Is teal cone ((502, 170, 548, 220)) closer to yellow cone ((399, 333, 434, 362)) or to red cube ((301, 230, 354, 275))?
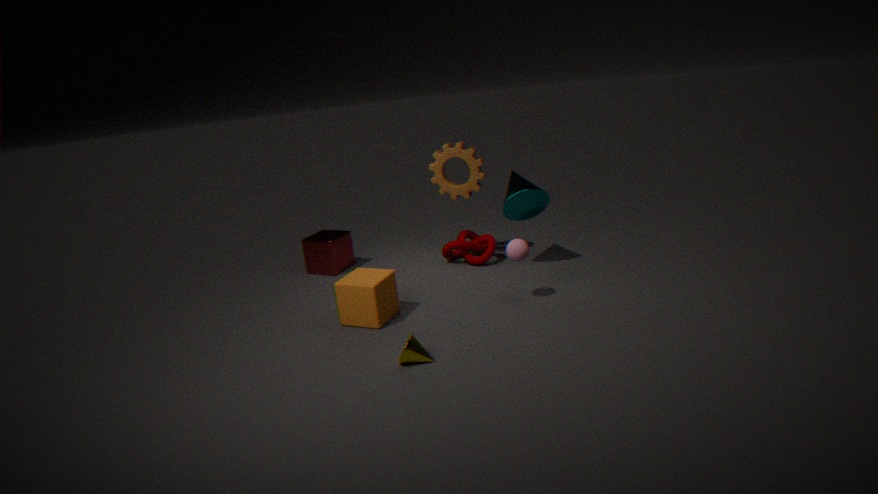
red cube ((301, 230, 354, 275))
